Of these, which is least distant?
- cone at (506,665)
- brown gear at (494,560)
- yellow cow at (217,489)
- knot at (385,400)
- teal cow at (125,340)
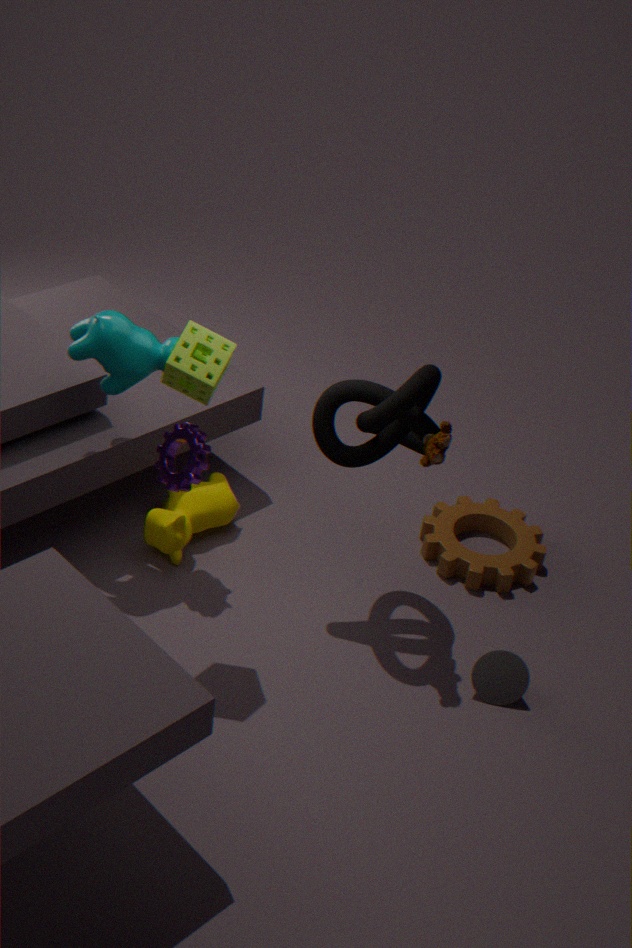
knot at (385,400)
